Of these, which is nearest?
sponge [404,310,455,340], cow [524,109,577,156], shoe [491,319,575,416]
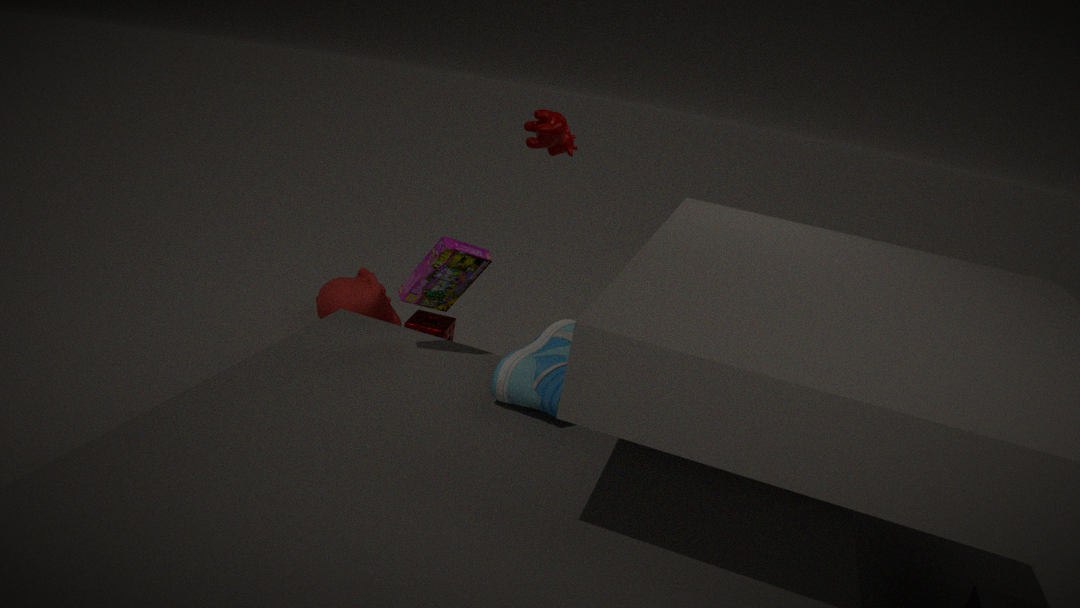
shoe [491,319,575,416]
